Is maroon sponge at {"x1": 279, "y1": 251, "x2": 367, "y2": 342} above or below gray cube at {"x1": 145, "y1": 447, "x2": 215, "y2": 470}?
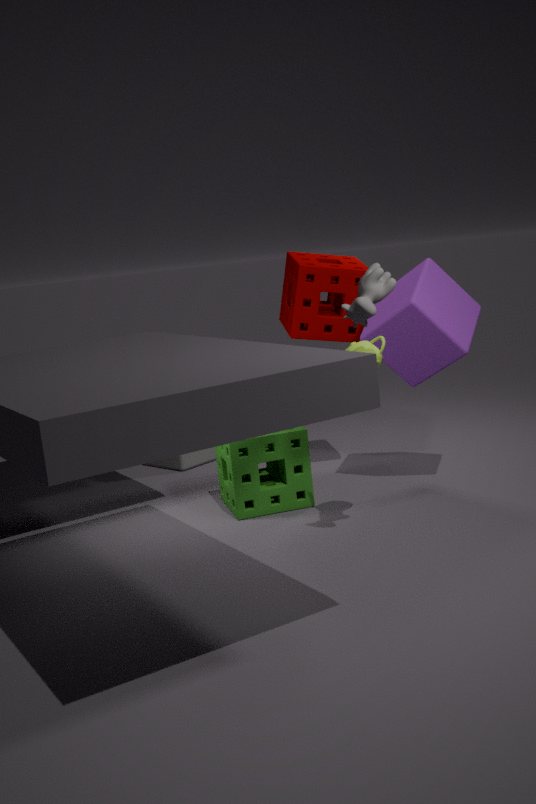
above
